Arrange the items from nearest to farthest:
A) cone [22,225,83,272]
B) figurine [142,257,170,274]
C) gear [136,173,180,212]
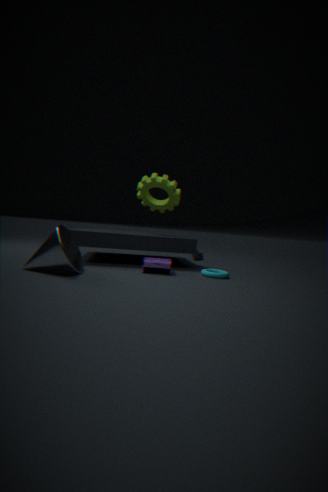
cone [22,225,83,272] < figurine [142,257,170,274] < gear [136,173,180,212]
